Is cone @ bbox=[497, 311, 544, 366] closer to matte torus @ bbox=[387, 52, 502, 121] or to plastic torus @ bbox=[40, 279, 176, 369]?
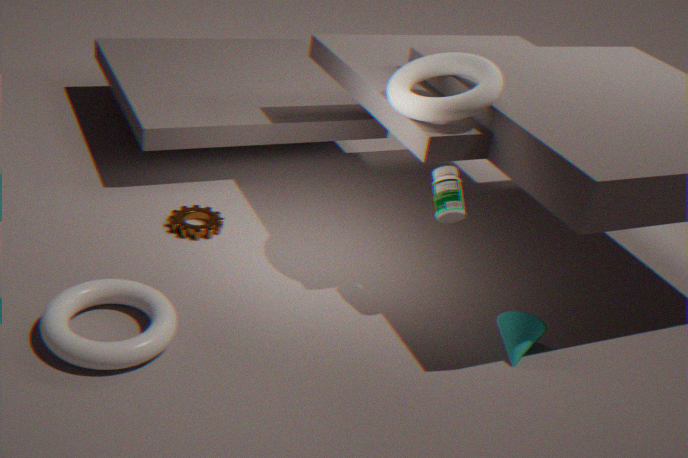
matte torus @ bbox=[387, 52, 502, 121]
